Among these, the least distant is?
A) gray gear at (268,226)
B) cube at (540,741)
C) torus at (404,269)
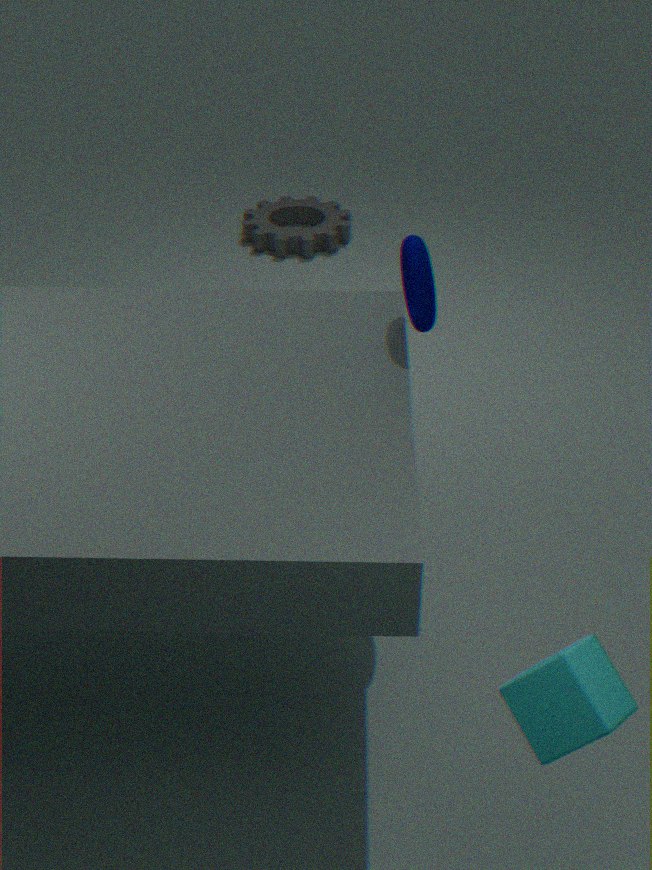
cube at (540,741)
